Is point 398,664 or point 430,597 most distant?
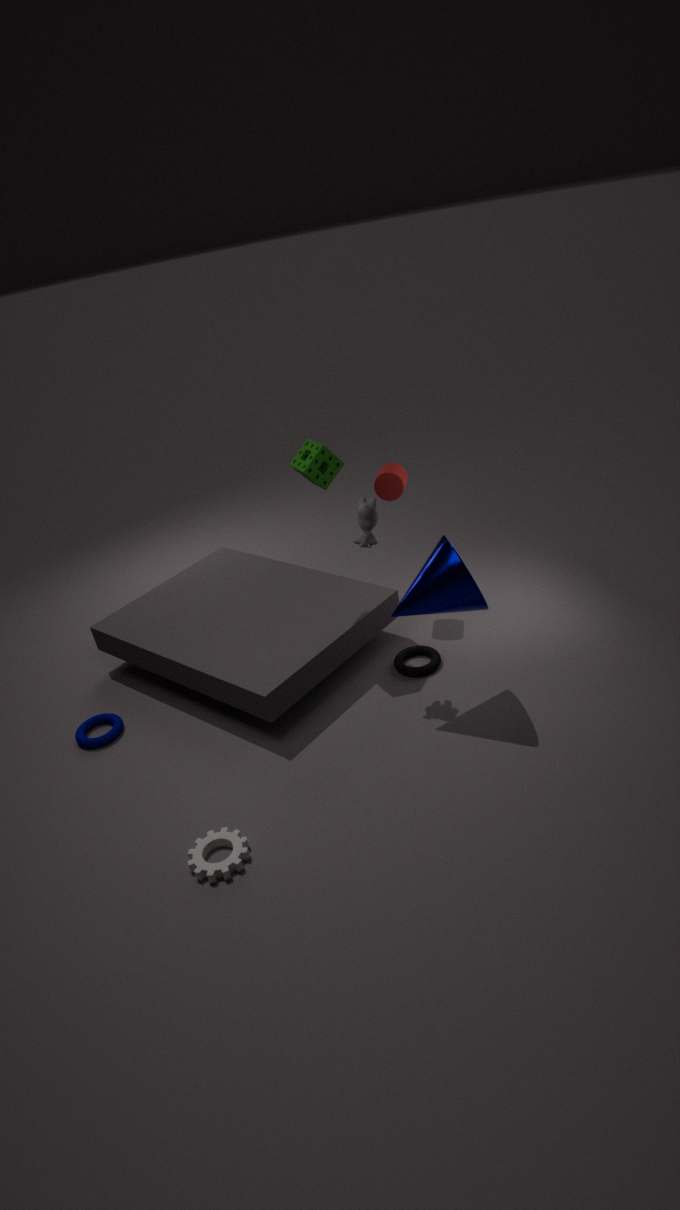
point 398,664
